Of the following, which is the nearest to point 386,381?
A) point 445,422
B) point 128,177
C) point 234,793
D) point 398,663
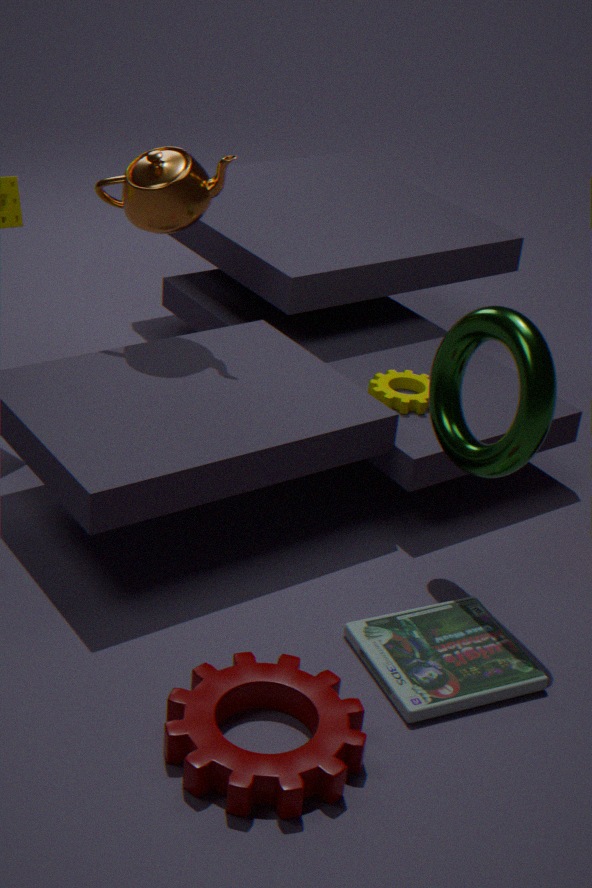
point 445,422
